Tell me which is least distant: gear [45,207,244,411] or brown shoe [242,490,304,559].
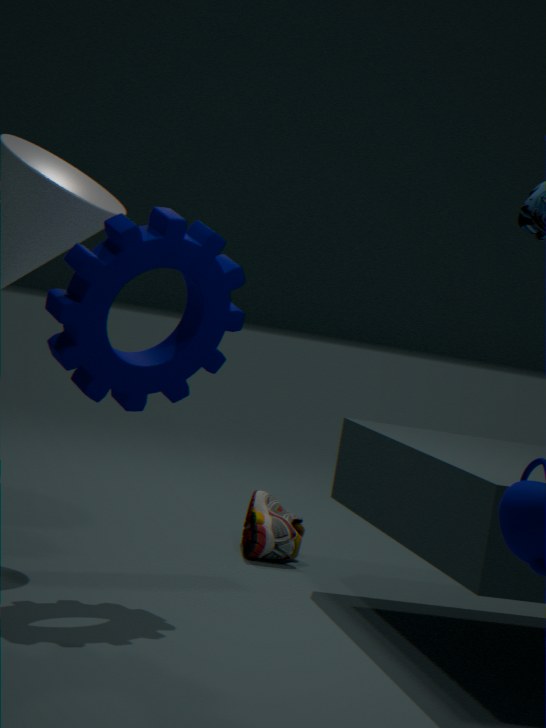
gear [45,207,244,411]
